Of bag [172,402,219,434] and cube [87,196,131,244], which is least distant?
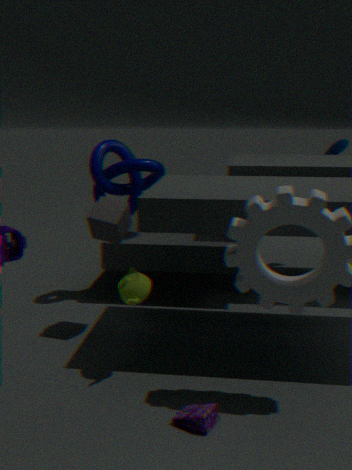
bag [172,402,219,434]
